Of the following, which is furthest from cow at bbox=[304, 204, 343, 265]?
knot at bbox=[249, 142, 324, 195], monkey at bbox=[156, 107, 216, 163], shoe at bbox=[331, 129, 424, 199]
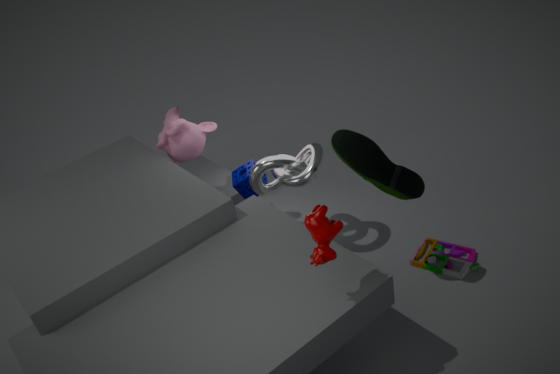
monkey at bbox=[156, 107, 216, 163]
